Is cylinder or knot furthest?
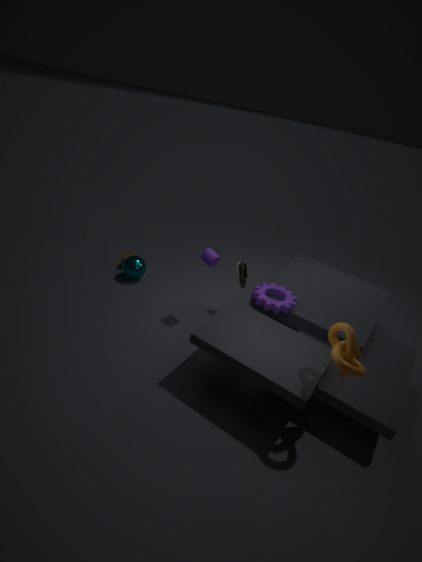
cylinder
